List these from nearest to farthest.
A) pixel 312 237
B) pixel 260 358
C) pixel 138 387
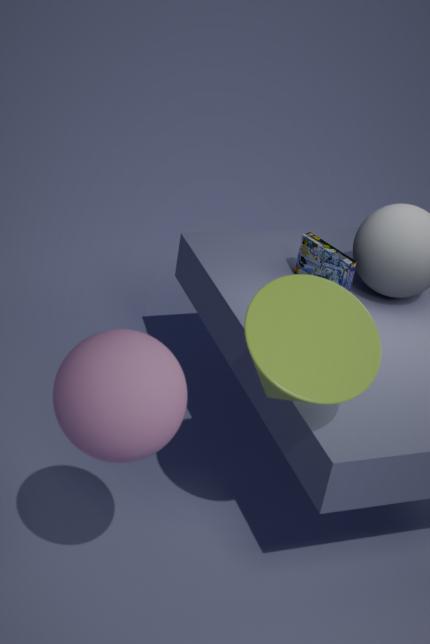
pixel 138 387
pixel 260 358
pixel 312 237
